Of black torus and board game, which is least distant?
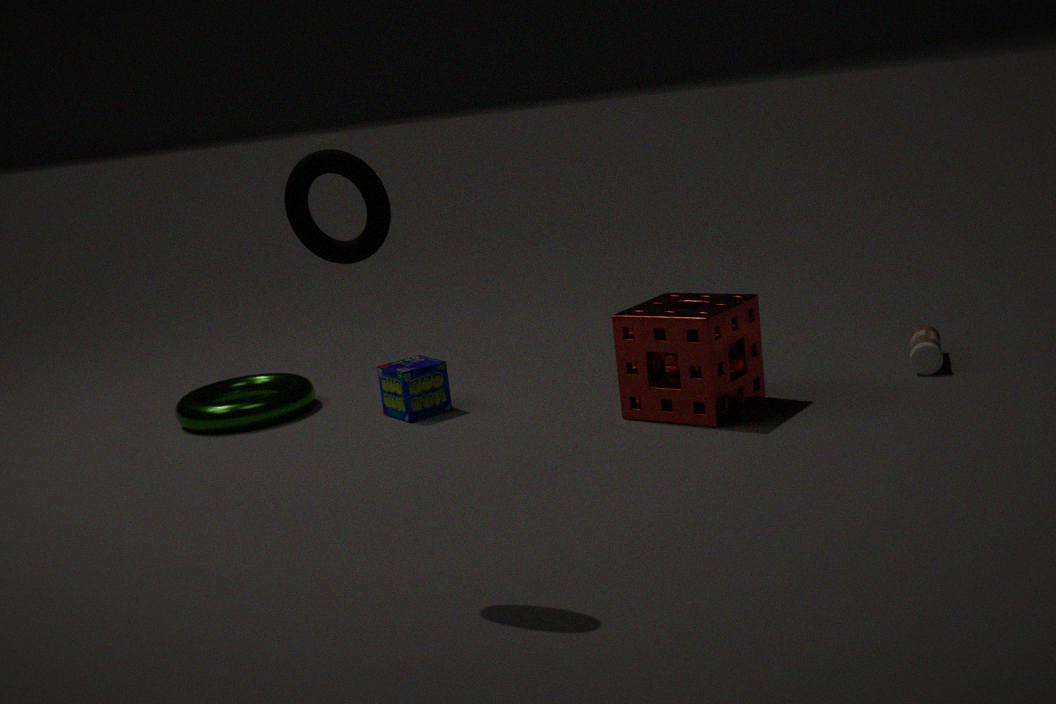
black torus
